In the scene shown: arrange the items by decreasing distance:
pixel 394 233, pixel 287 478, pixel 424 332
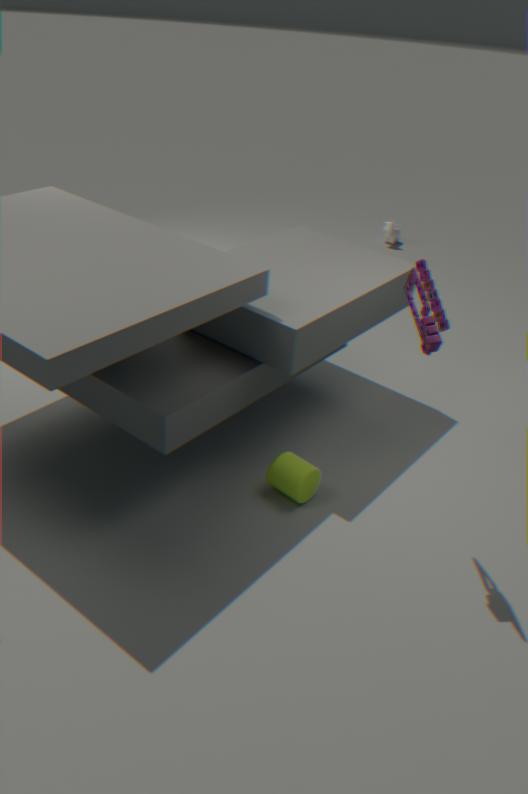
pixel 394 233, pixel 287 478, pixel 424 332
